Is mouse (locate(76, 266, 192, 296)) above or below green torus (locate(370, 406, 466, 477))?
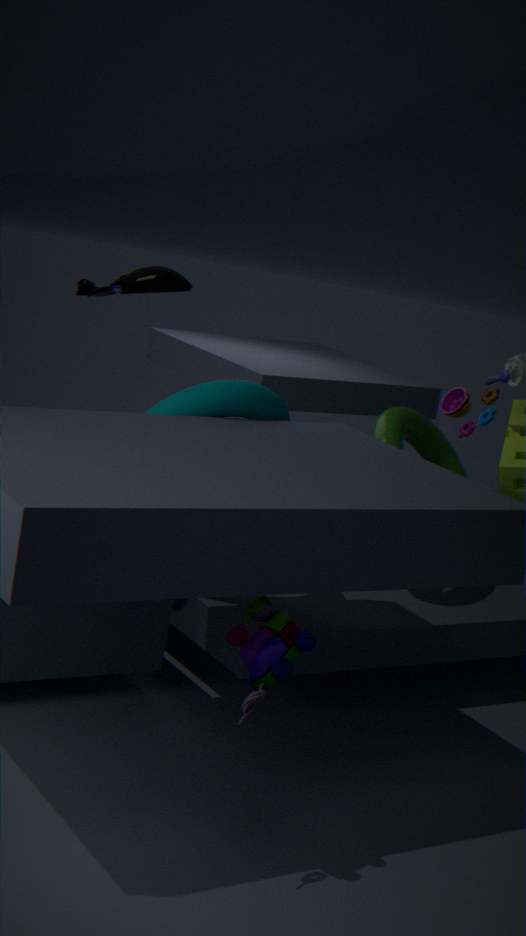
above
